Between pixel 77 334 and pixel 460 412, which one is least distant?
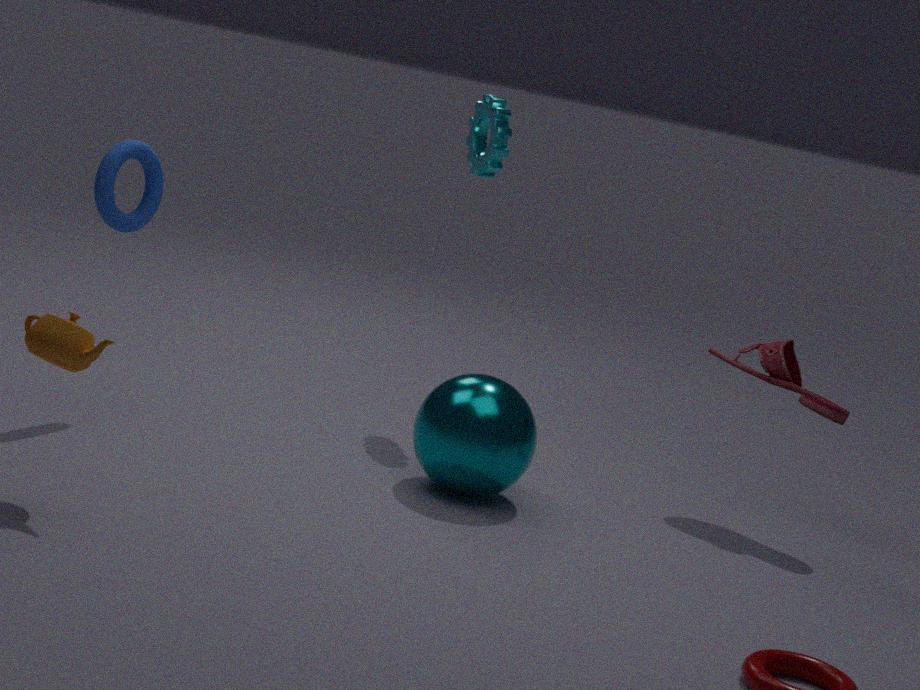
pixel 77 334
